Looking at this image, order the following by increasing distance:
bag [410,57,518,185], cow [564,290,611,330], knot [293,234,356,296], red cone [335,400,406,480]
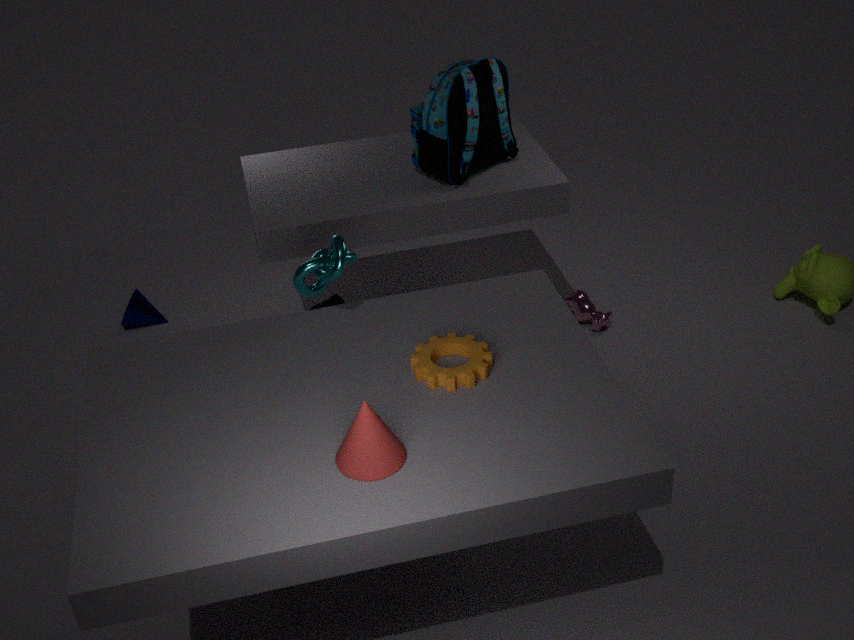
1. red cone [335,400,406,480]
2. knot [293,234,356,296]
3. bag [410,57,518,185]
4. cow [564,290,611,330]
